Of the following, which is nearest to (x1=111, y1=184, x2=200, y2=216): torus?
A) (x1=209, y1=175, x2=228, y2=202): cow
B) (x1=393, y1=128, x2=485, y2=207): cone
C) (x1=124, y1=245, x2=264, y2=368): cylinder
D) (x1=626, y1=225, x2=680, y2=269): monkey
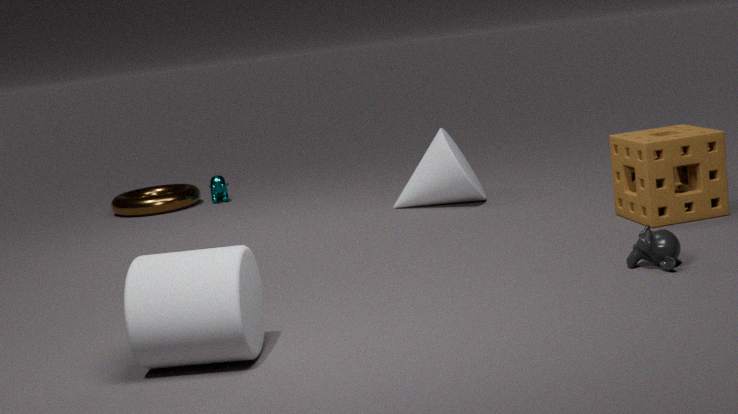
(x1=209, y1=175, x2=228, y2=202): cow
